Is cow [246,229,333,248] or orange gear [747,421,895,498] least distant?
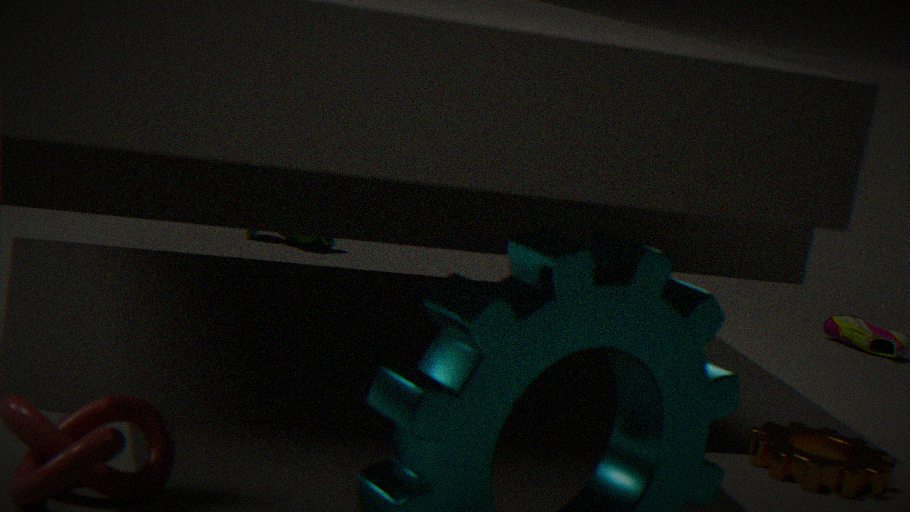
orange gear [747,421,895,498]
